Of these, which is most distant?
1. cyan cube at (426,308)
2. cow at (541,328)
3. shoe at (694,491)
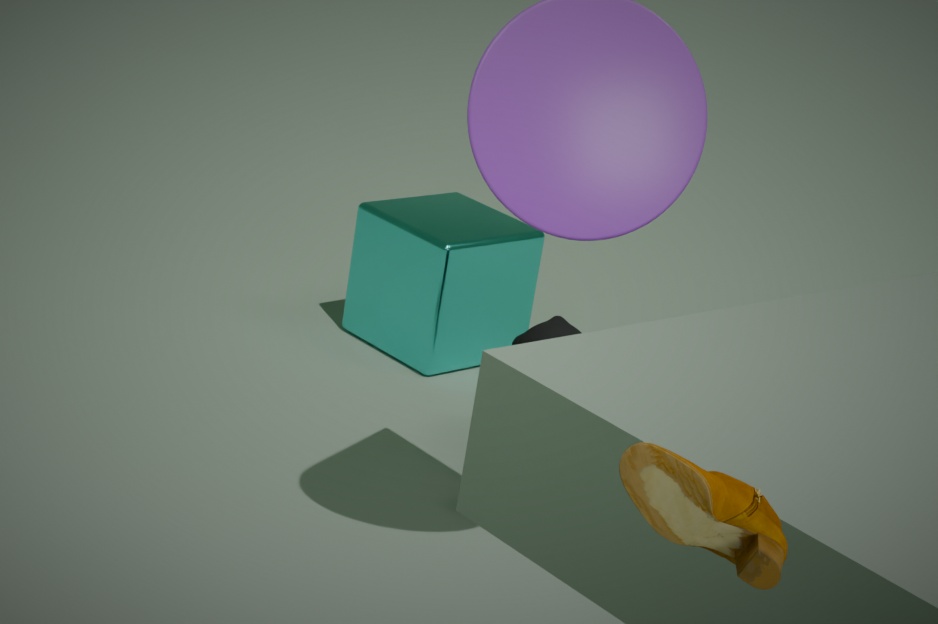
cyan cube at (426,308)
